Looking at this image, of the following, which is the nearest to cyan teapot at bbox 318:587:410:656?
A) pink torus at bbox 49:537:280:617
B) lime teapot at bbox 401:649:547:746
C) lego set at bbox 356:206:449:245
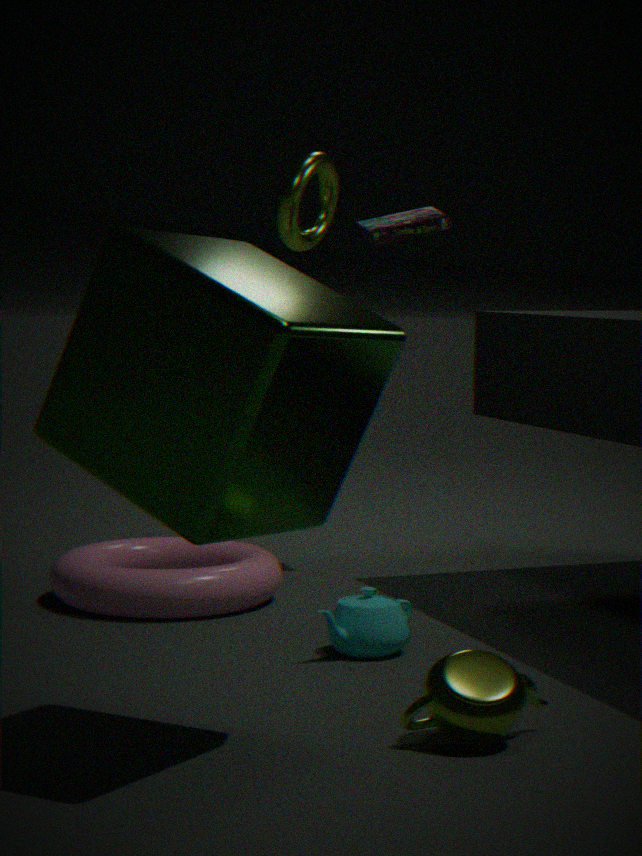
pink torus at bbox 49:537:280:617
